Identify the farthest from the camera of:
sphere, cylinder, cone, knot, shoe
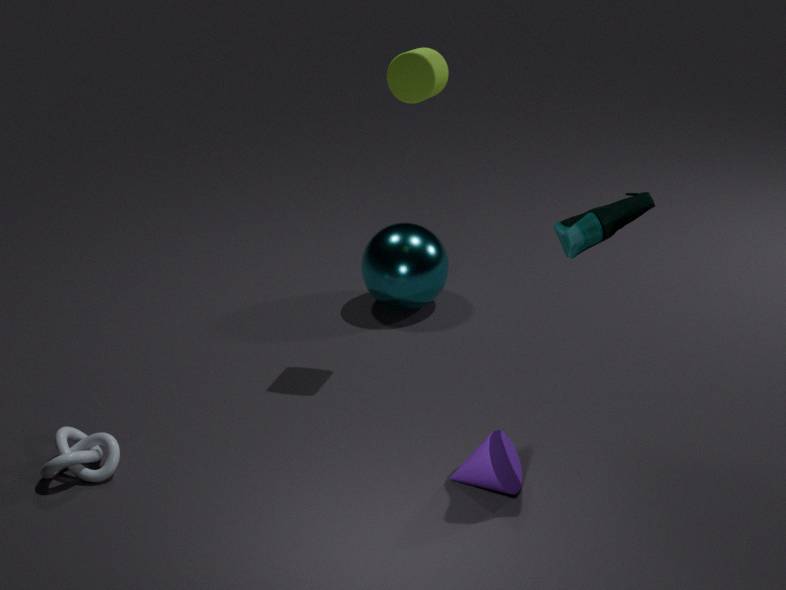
sphere
